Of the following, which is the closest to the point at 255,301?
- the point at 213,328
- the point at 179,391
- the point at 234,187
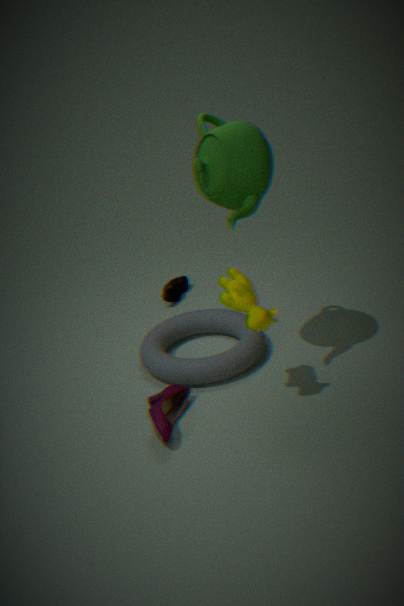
the point at 234,187
